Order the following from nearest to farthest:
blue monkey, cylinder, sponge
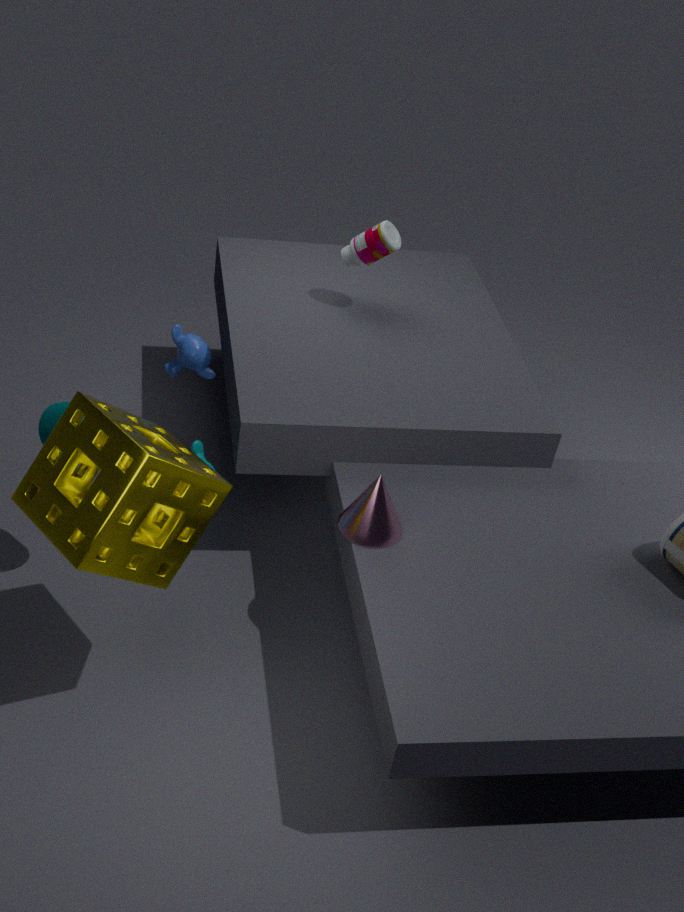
sponge < cylinder < blue monkey
